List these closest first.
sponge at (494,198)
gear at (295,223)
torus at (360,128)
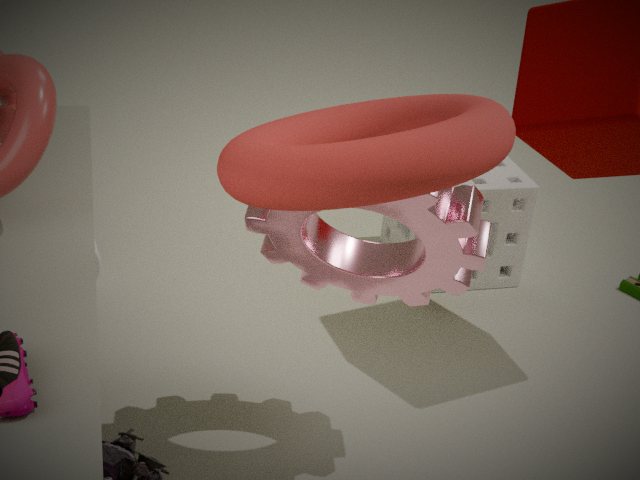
torus at (360,128)
gear at (295,223)
sponge at (494,198)
